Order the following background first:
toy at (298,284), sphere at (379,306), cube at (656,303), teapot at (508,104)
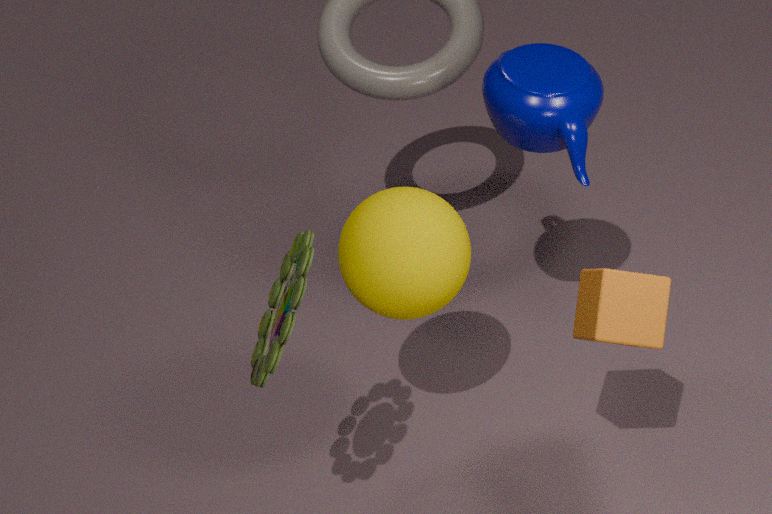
teapot at (508,104), sphere at (379,306), cube at (656,303), toy at (298,284)
